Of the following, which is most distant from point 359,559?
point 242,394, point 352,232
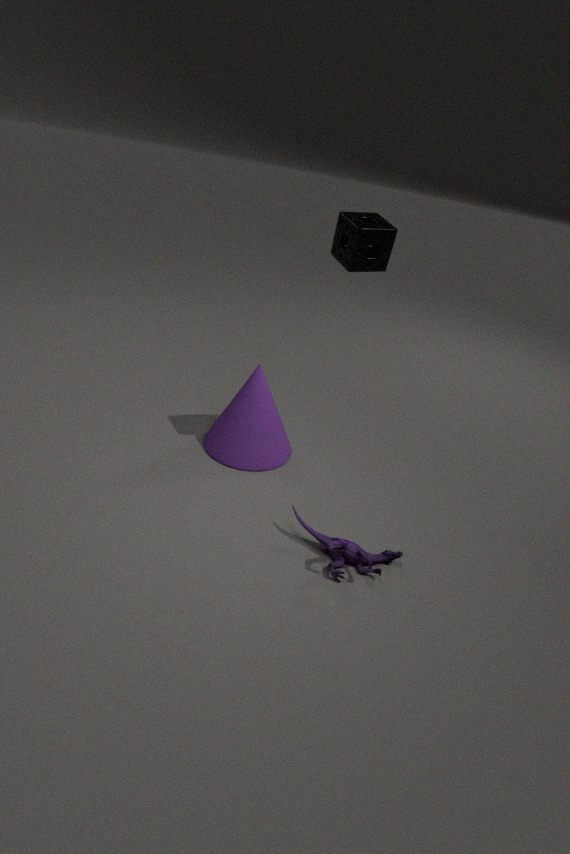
point 352,232
